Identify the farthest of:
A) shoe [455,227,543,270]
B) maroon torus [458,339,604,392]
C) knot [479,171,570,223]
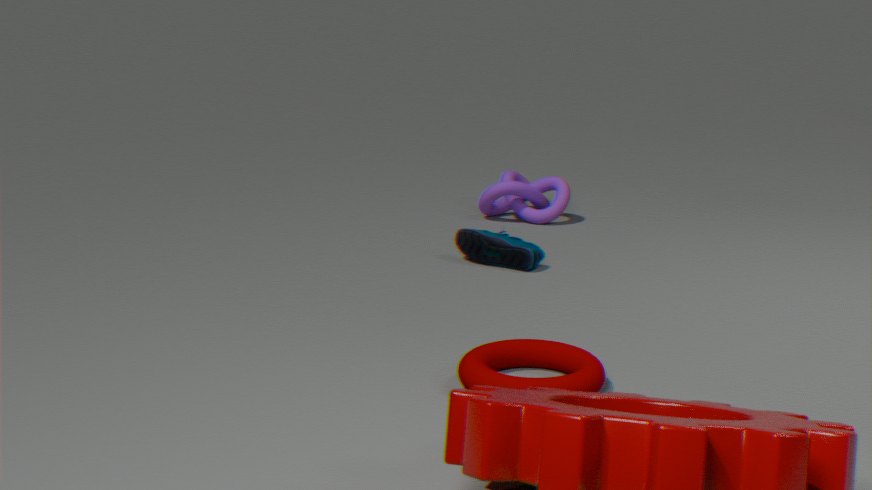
knot [479,171,570,223]
